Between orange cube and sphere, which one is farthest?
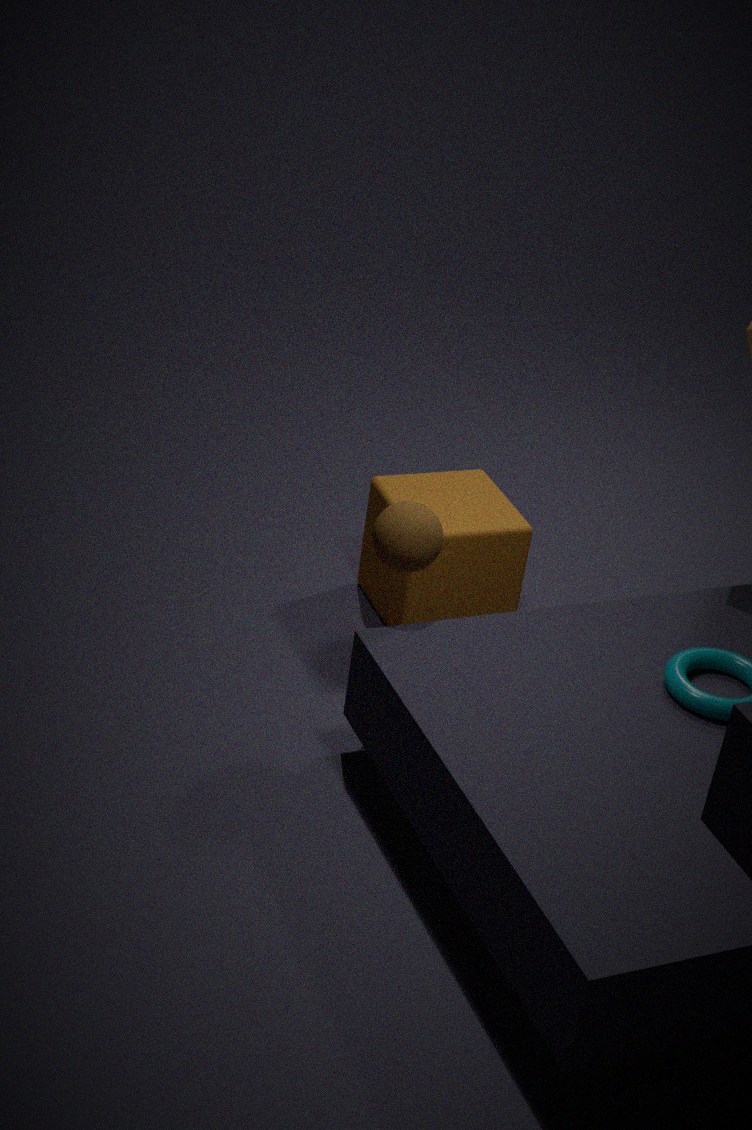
orange cube
